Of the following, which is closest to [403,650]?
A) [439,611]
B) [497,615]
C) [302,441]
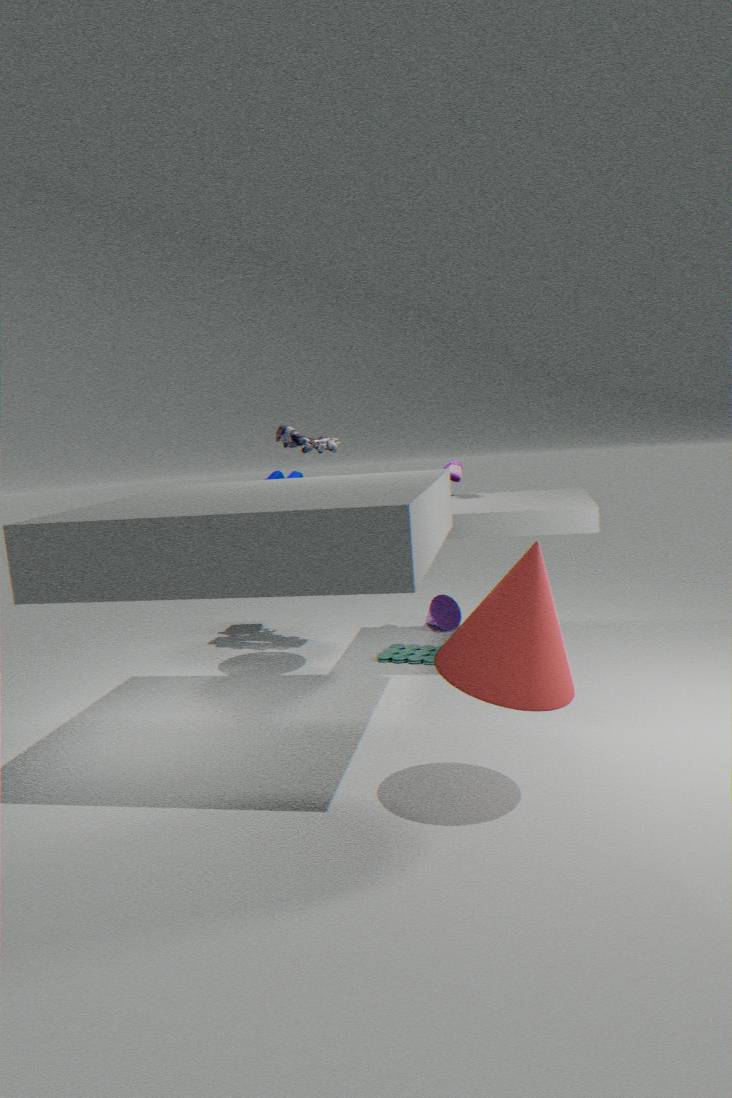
[439,611]
